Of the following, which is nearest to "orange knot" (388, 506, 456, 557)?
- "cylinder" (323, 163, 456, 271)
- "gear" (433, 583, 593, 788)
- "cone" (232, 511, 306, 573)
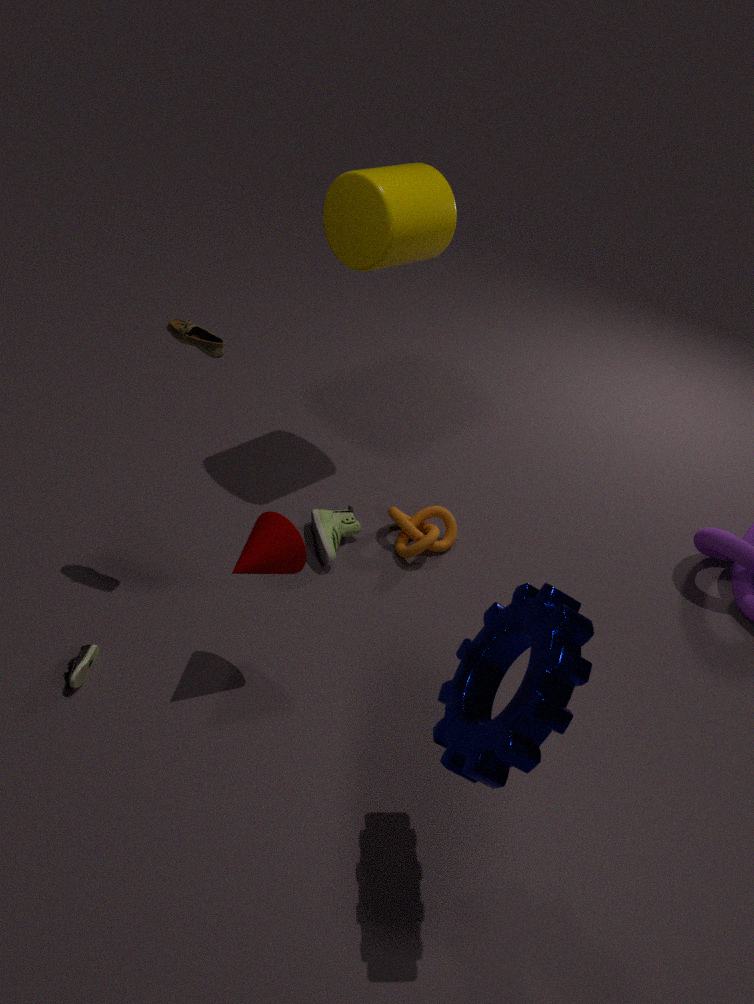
"cone" (232, 511, 306, 573)
